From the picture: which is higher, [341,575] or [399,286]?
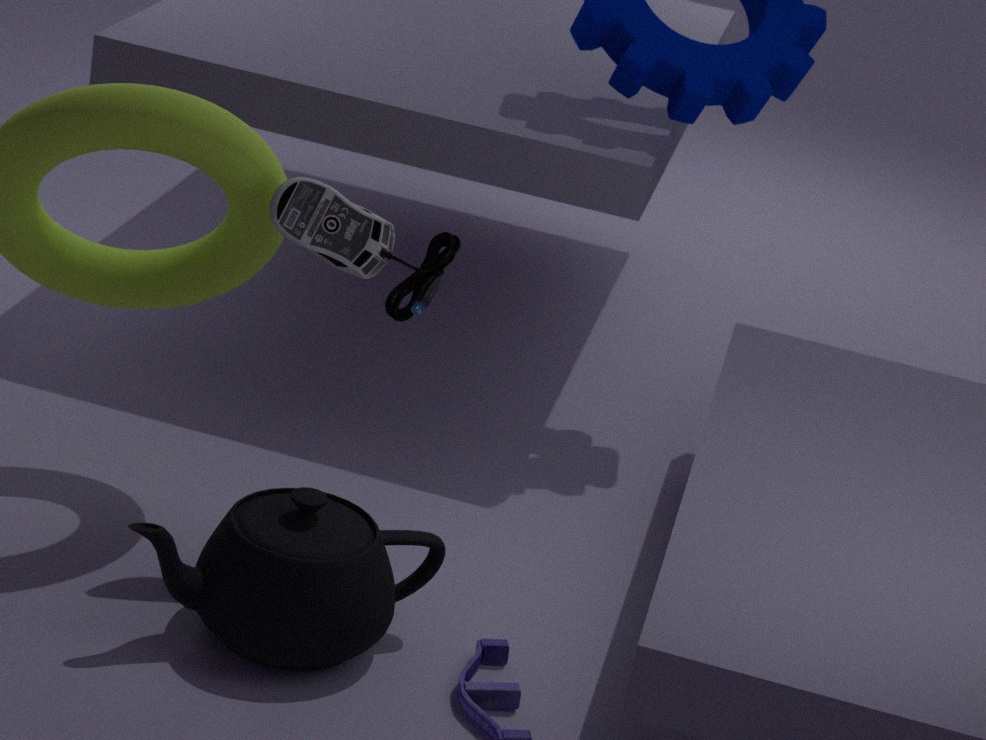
[399,286]
